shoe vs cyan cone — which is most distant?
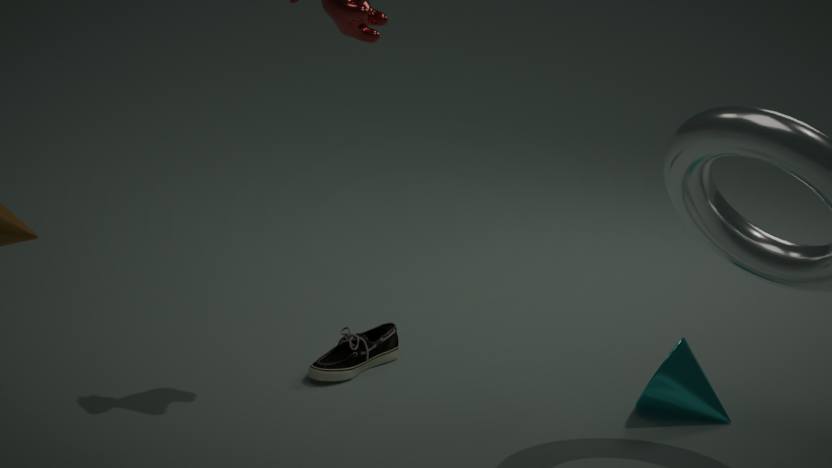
shoe
